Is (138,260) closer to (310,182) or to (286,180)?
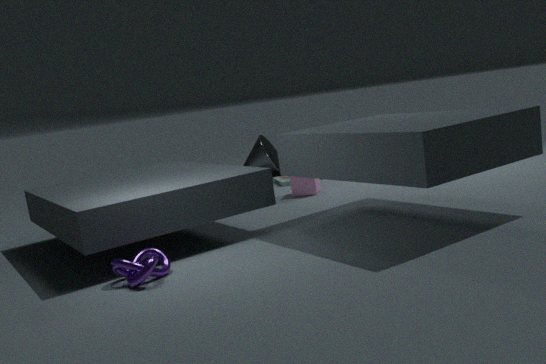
(310,182)
